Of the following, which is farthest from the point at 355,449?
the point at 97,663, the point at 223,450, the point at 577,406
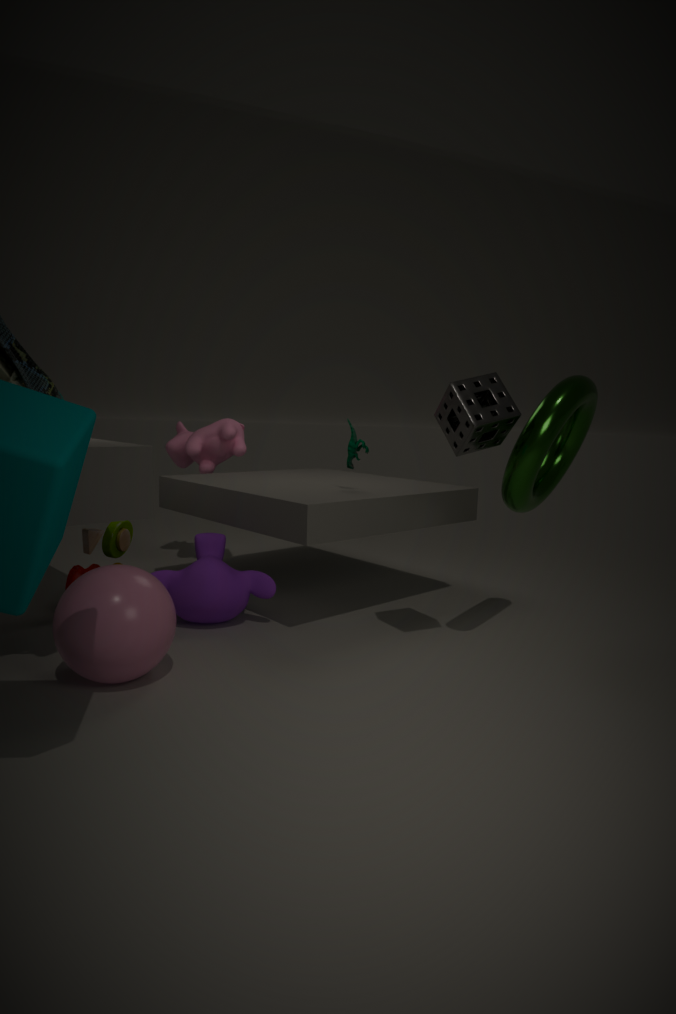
the point at 97,663
